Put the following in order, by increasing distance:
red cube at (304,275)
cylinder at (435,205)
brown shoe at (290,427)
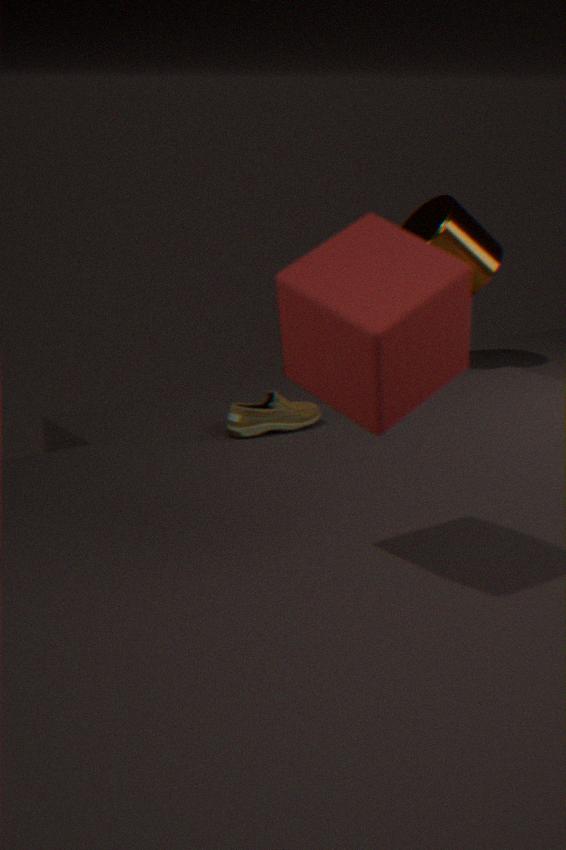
red cube at (304,275) → brown shoe at (290,427) → cylinder at (435,205)
